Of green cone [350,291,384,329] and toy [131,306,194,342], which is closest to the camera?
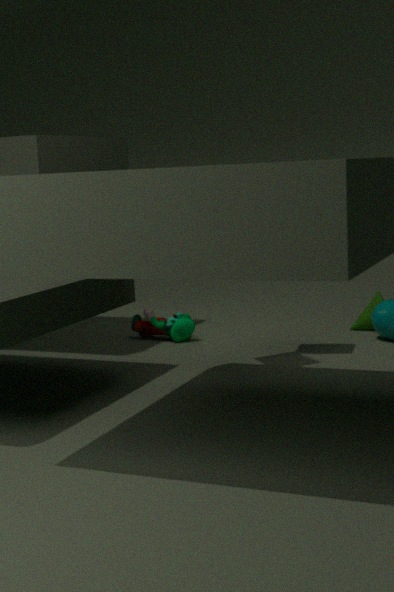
toy [131,306,194,342]
